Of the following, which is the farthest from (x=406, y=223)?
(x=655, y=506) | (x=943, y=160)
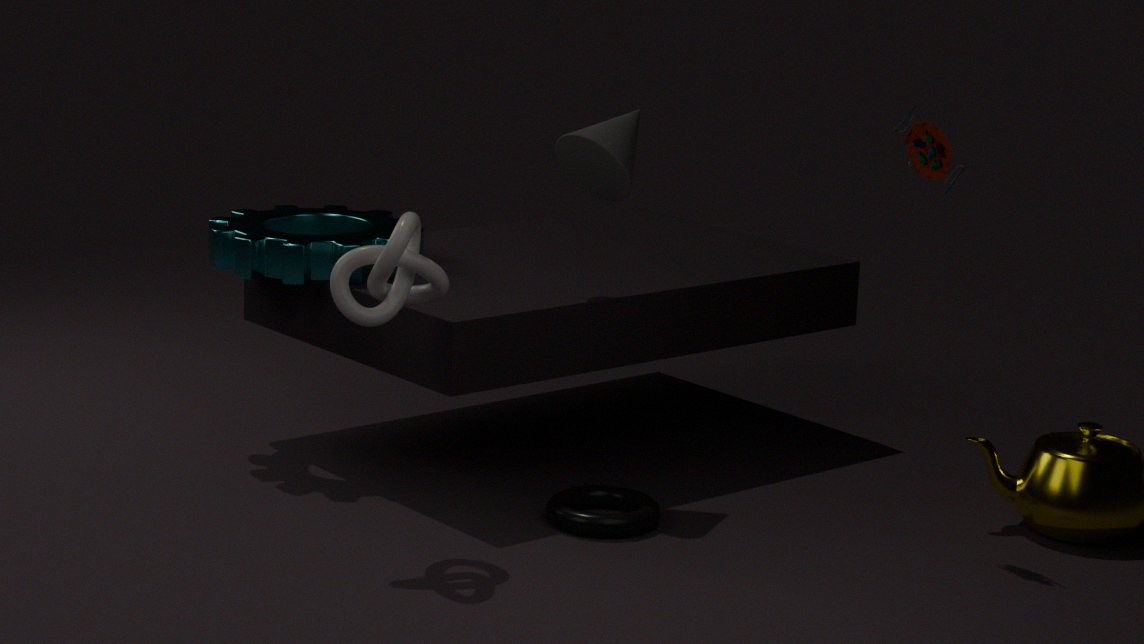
(x=943, y=160)
